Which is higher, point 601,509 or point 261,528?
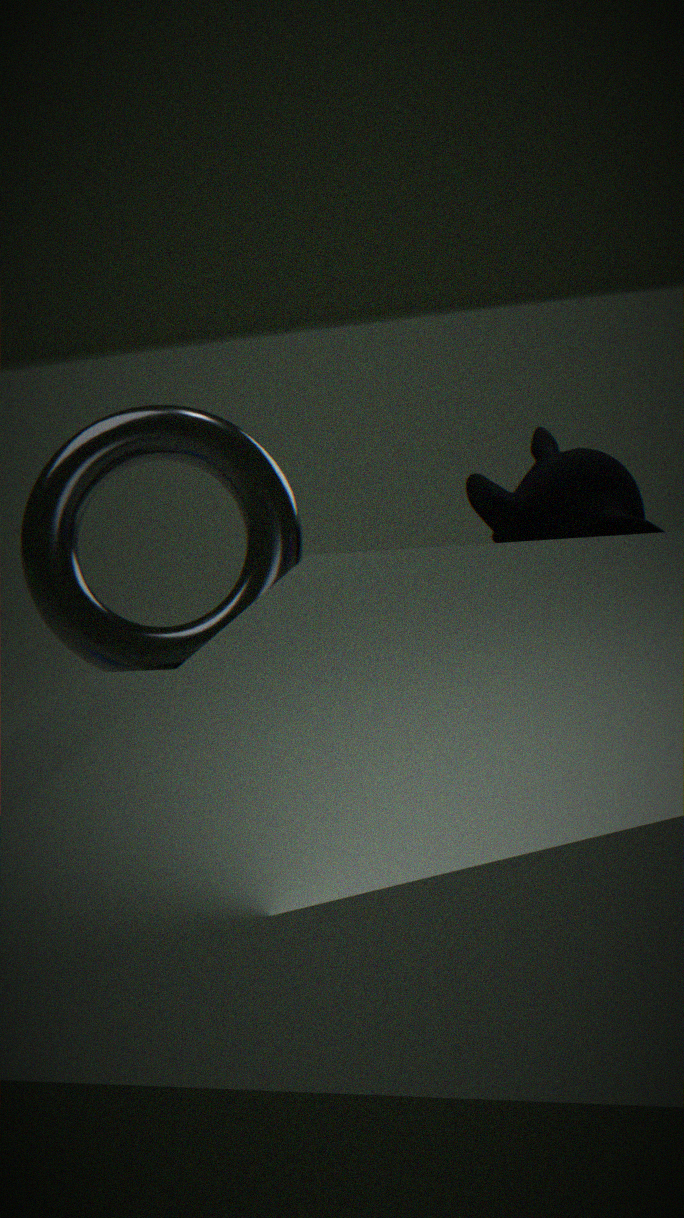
point 261,528
